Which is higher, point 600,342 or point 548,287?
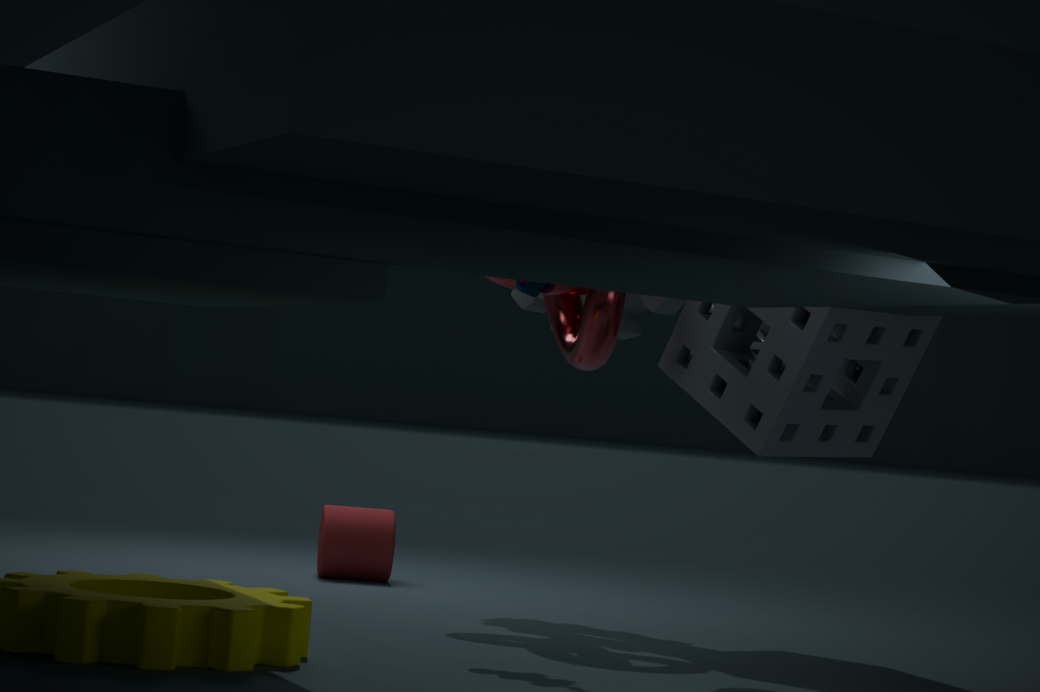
point 600,342
